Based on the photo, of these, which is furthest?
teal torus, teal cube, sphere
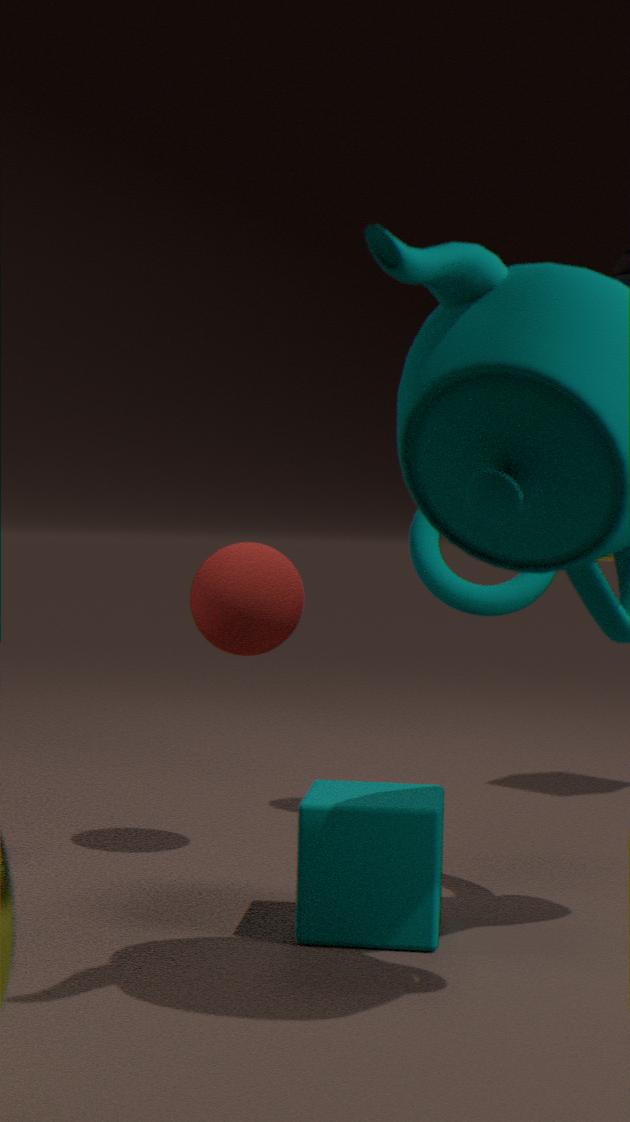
teal torus
